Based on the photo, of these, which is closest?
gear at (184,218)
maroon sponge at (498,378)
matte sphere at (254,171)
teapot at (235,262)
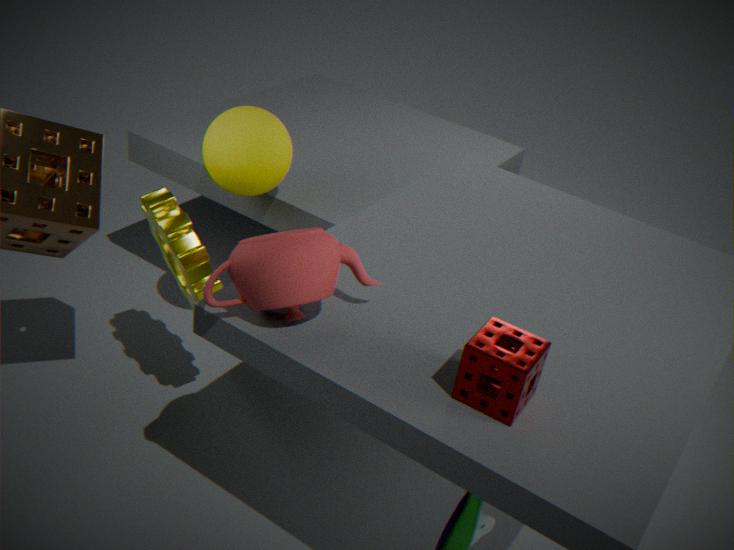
maroon sponge at (498,378)
